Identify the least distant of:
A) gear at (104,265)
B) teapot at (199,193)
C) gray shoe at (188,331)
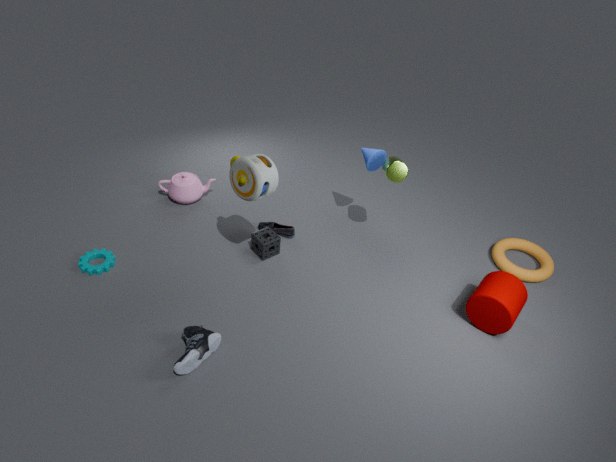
gray shoe at (188,331)
